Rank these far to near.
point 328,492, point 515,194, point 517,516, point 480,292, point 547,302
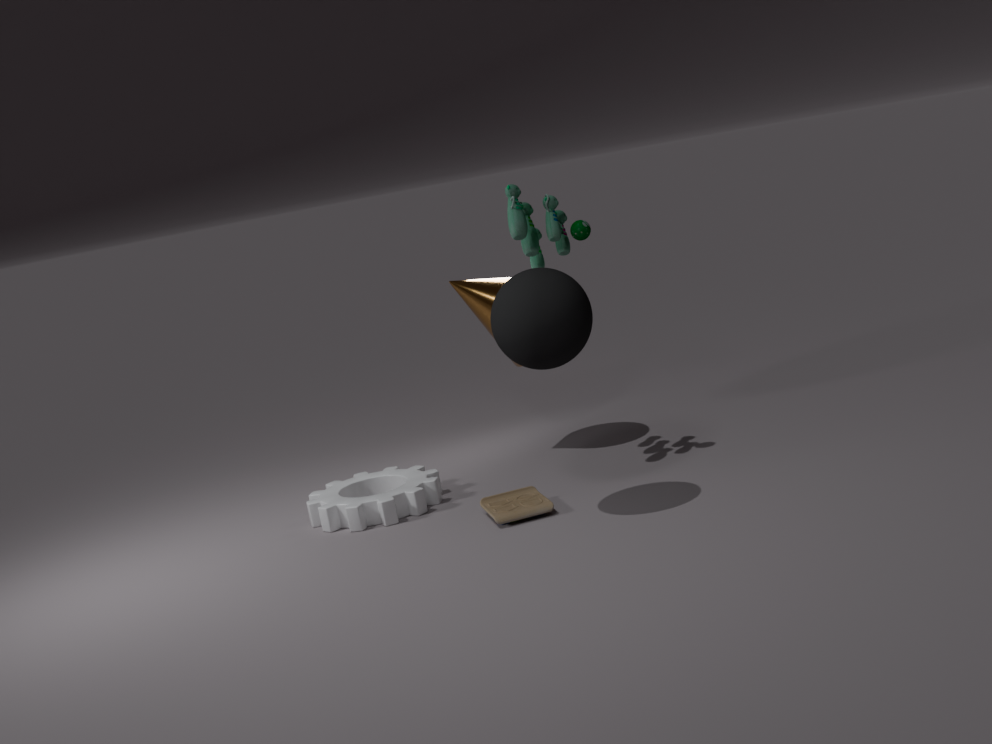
point 480,292 < point 328,492 < point 515,194 < point 517,516 < point 547,302
